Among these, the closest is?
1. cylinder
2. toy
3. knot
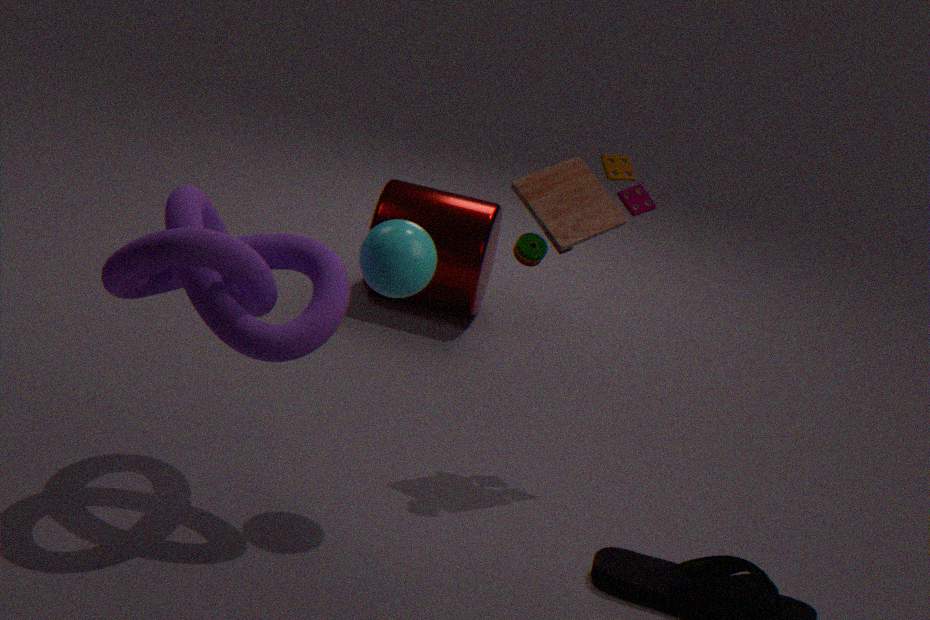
knot
